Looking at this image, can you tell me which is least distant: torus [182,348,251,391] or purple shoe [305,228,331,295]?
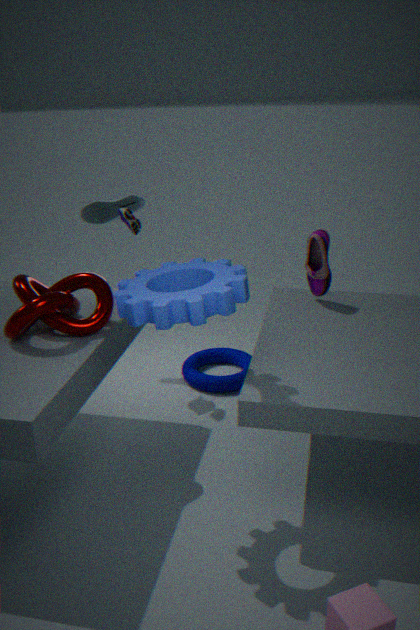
purple shoe [305,228,331,295]
